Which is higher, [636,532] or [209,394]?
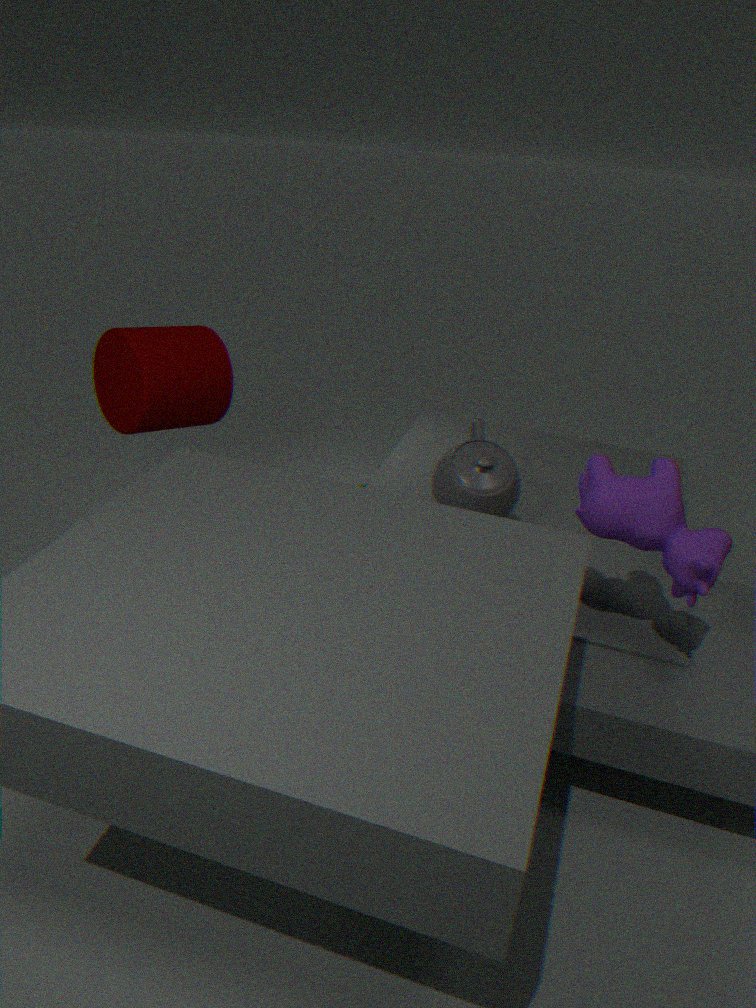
[209,394]
